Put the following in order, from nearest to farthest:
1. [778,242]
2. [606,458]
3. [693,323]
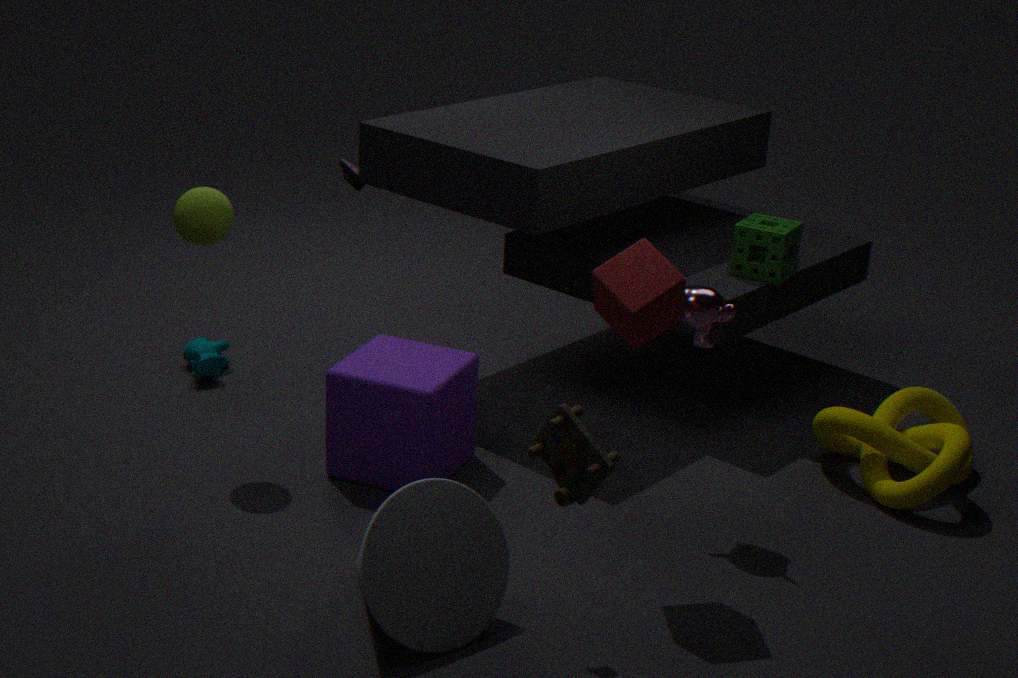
1. [606,458]
2. [693,323]
3. [778,242]
